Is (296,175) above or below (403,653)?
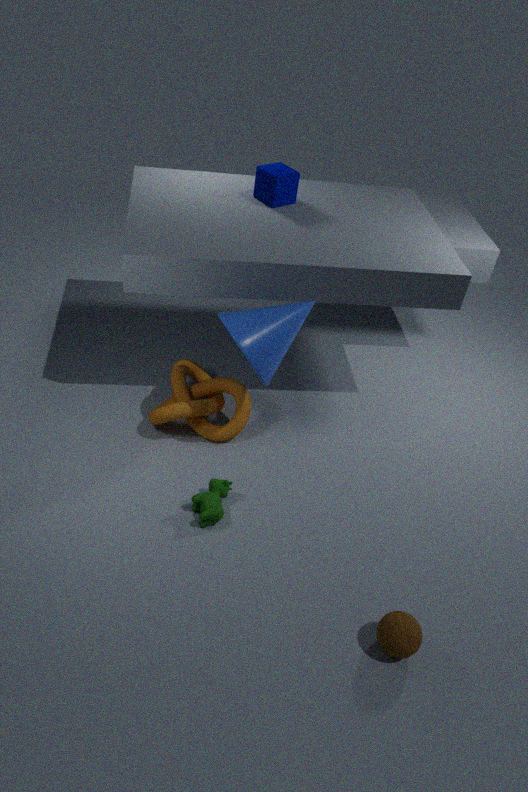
above
